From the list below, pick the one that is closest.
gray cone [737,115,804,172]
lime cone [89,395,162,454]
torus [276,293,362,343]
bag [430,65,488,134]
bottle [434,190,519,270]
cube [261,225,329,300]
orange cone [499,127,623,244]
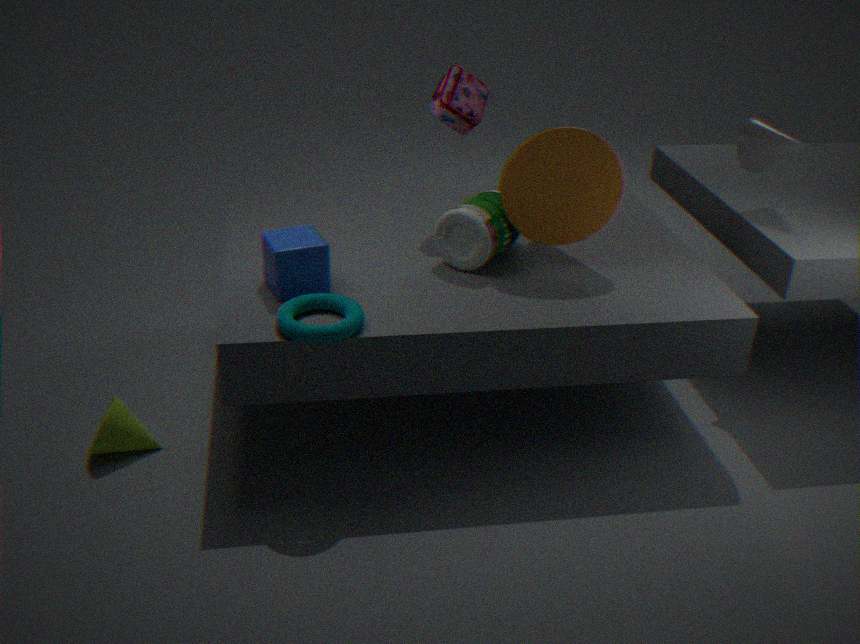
torus [276,293,362,343]
